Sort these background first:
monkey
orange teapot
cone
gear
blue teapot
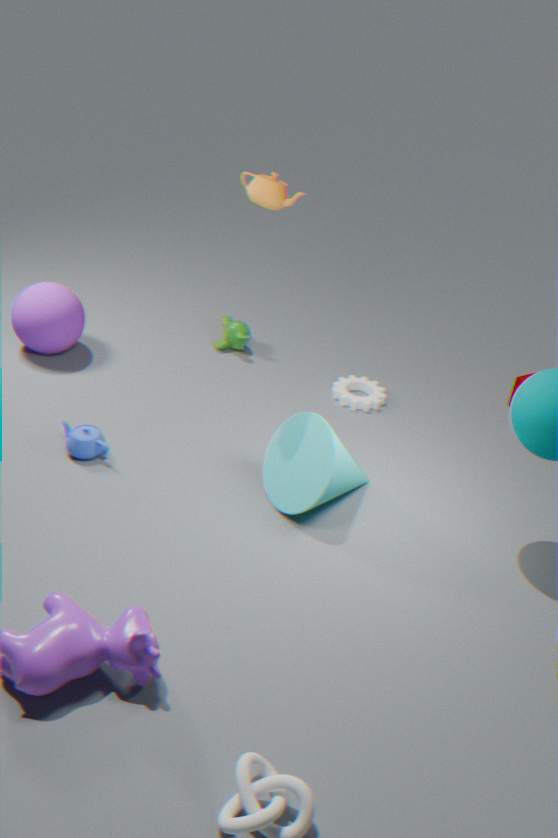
monkey
gear
blue teapot
cone
orange teapot
